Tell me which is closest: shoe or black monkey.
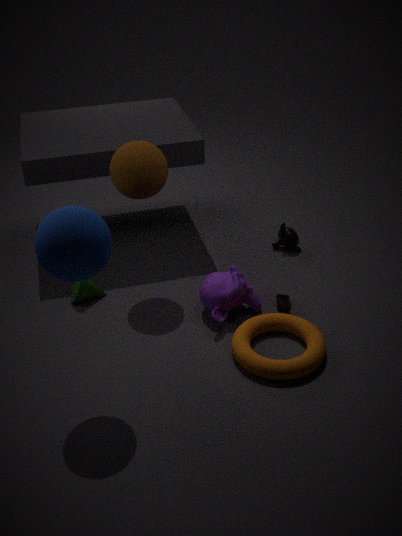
shoe
